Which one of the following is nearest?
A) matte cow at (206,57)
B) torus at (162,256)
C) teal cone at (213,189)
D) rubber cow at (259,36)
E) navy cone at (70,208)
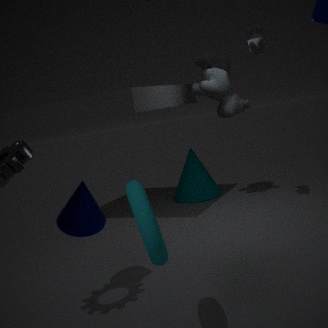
torus at (162,256)
